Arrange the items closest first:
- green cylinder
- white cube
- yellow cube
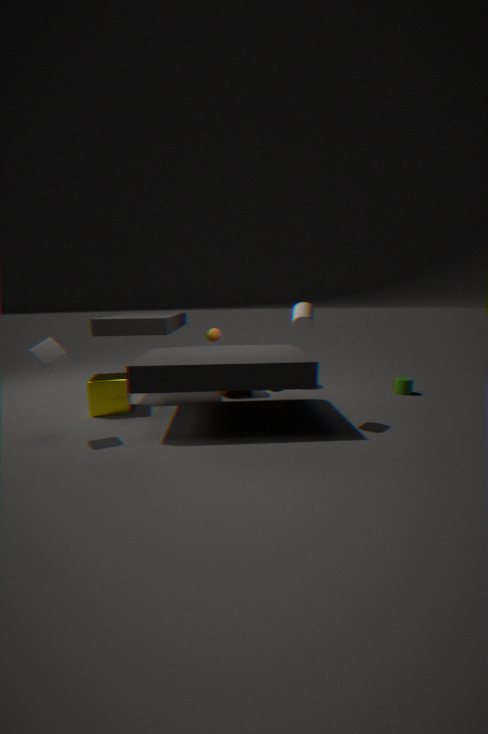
1. white cube
2. yellow cube
3. green cylinder
